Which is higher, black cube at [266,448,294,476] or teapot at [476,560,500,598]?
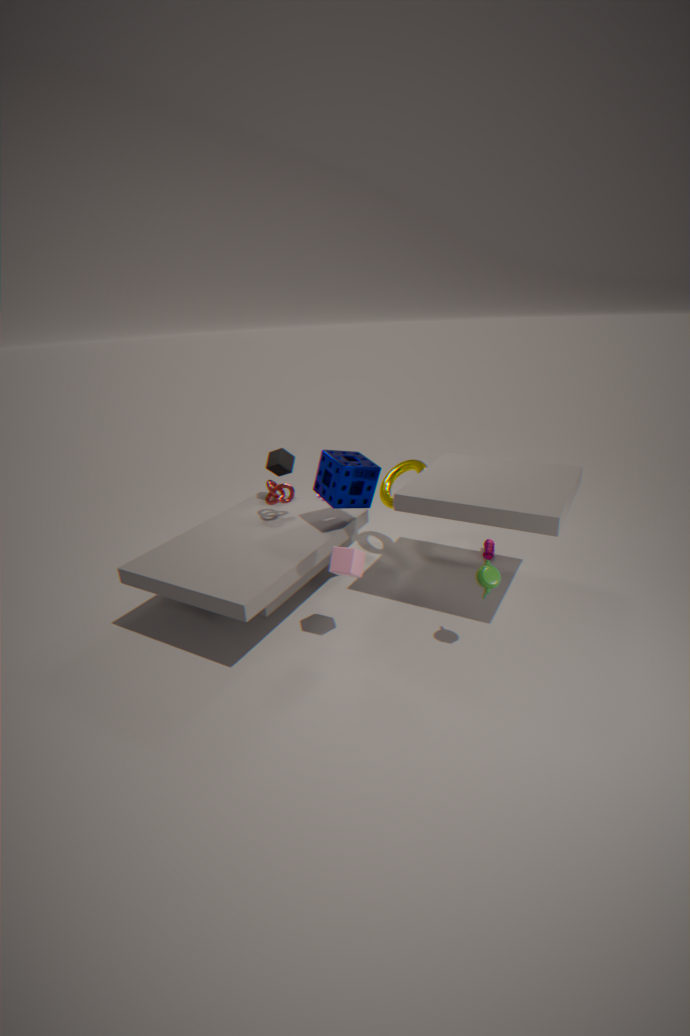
black cube at [266,448,294,476]
